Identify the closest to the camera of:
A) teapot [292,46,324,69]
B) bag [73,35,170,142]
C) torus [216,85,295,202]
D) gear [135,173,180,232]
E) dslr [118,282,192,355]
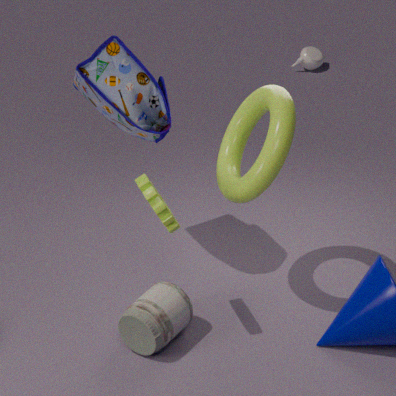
gear [135,173,180,232]
